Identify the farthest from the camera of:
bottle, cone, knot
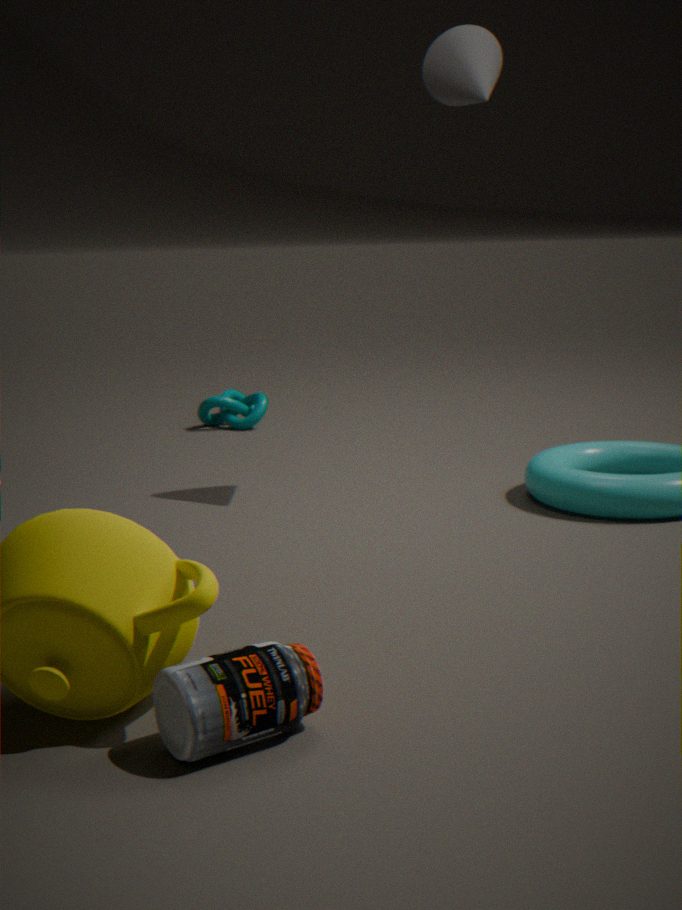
knot
